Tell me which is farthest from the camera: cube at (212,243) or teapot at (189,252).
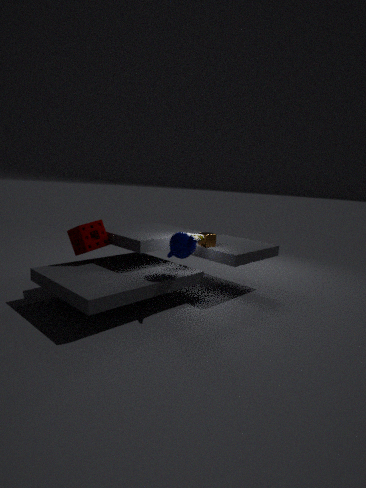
cube at (212,243)
